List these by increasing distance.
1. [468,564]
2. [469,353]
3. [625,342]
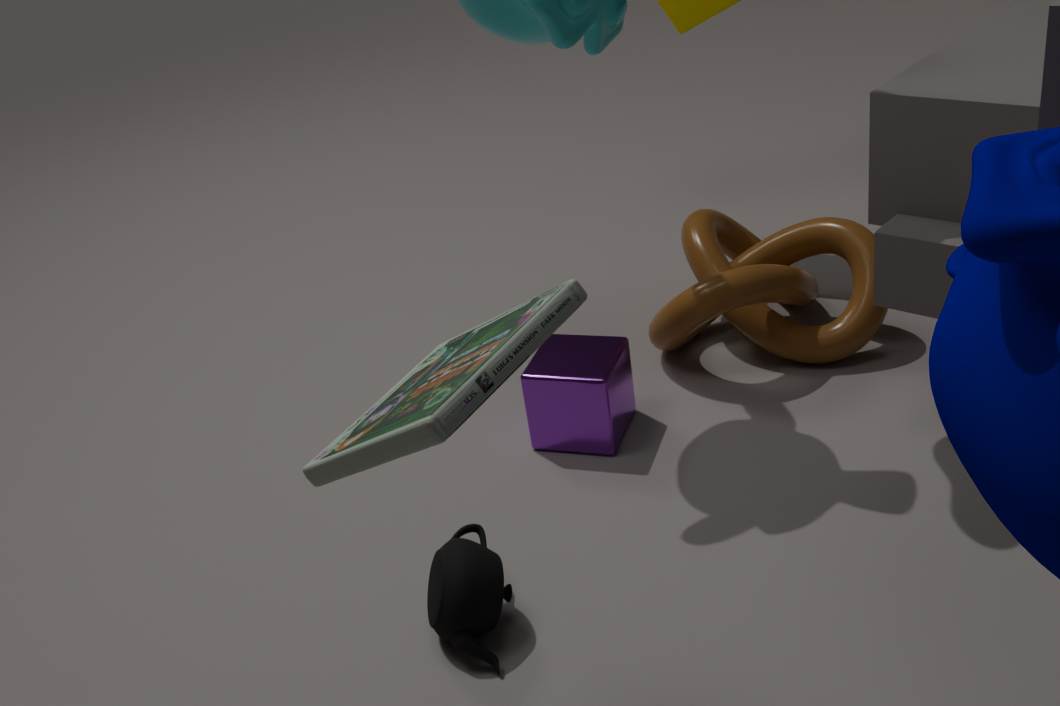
1. [469,353]
2. [468,564]
3. [625,342]
